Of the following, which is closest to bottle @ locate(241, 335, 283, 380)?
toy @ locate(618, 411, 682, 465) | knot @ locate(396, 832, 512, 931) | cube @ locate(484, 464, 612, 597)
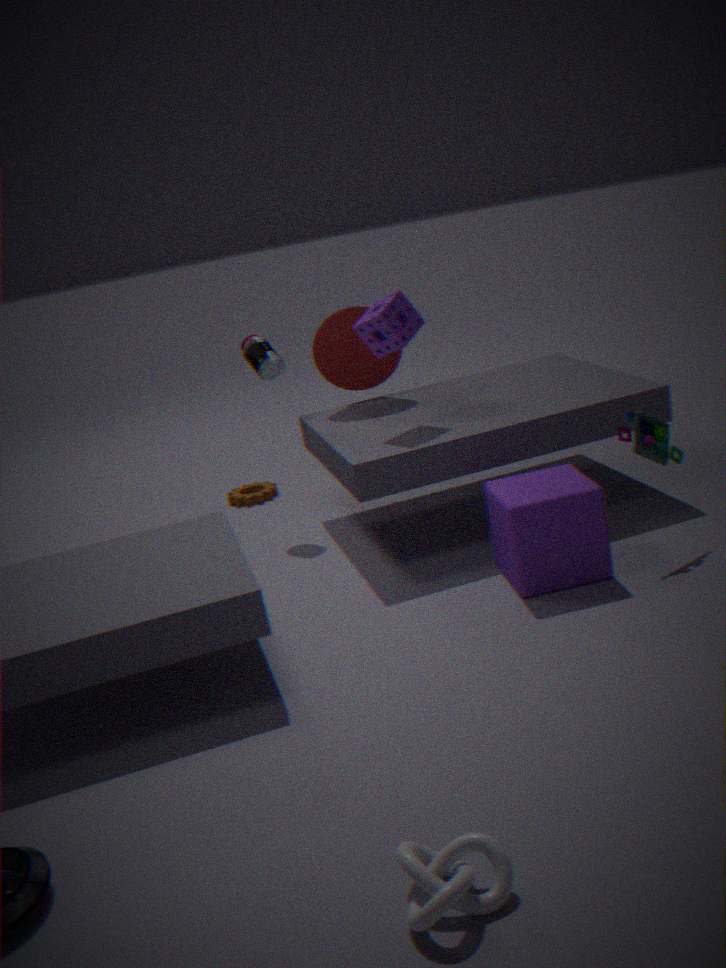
cube @ locate(484, 464, 612, 597)
